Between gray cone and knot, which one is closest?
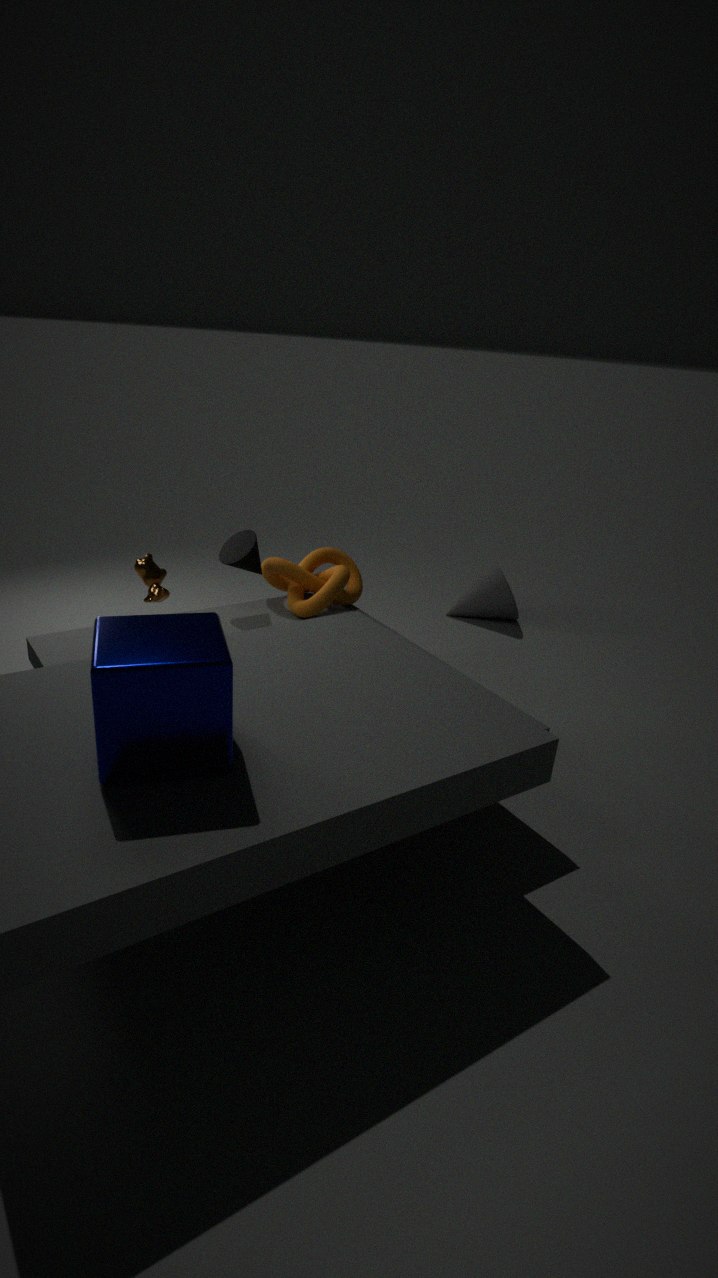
knot
